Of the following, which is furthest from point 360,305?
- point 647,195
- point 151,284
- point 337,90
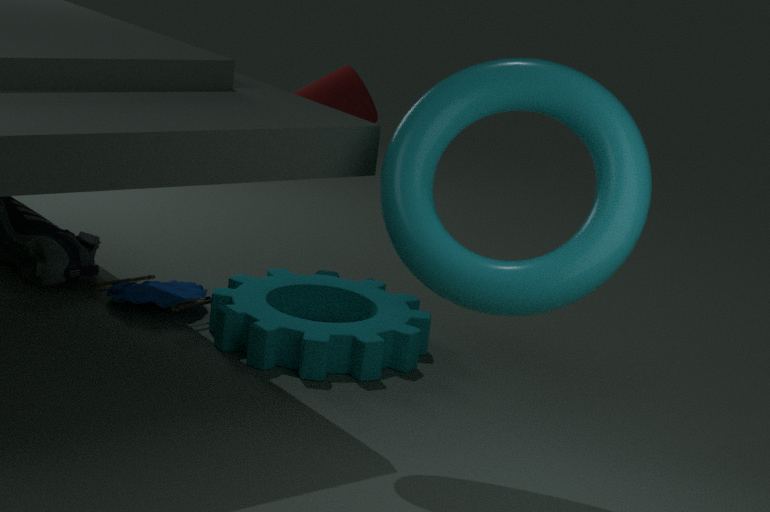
point 647,195
